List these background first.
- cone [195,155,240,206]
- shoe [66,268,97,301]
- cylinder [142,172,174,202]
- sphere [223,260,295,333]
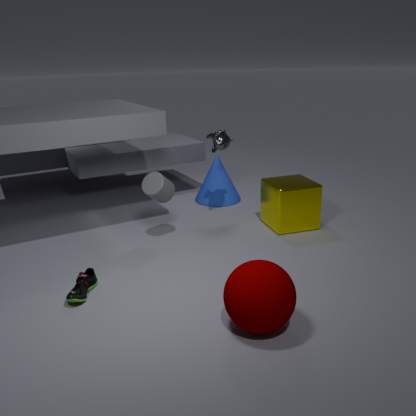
cone [195,155,240,206], cylinder [142,172,174,202], shoe [66,268,97,301], sphere [223,260,295,333]
